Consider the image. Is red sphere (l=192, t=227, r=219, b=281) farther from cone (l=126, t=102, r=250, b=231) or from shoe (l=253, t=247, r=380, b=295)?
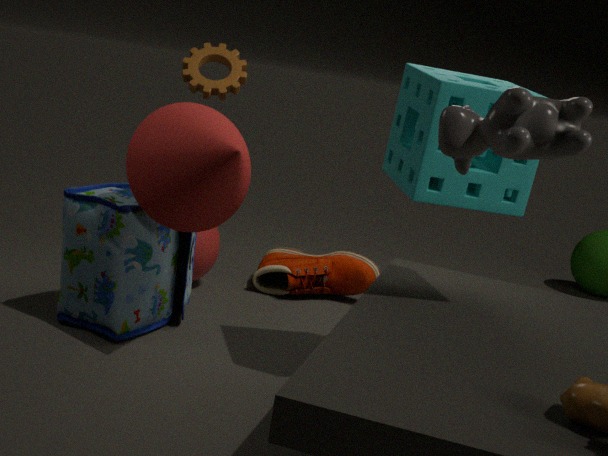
cone (l=126, t=102, r=250, b=231)
